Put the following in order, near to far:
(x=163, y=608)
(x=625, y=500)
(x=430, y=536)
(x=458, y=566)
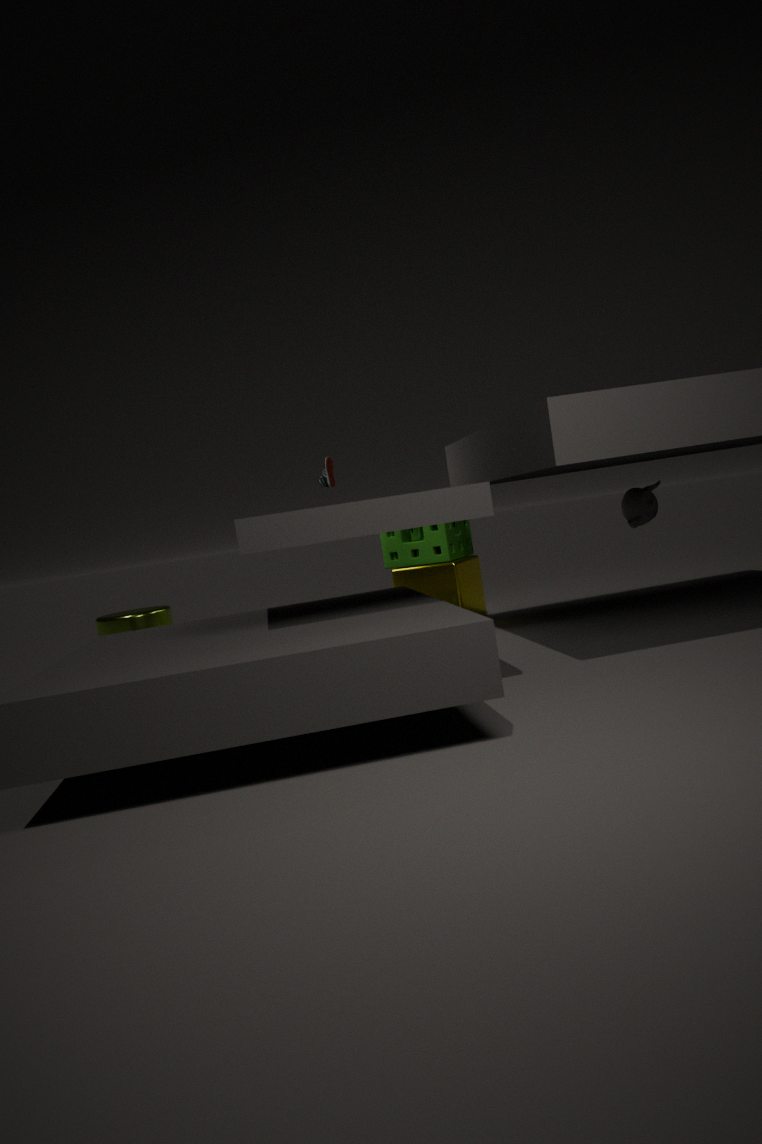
(x=625, y=500), (x=163, y=608), (x=458, y=566), (x=430, y=536)
